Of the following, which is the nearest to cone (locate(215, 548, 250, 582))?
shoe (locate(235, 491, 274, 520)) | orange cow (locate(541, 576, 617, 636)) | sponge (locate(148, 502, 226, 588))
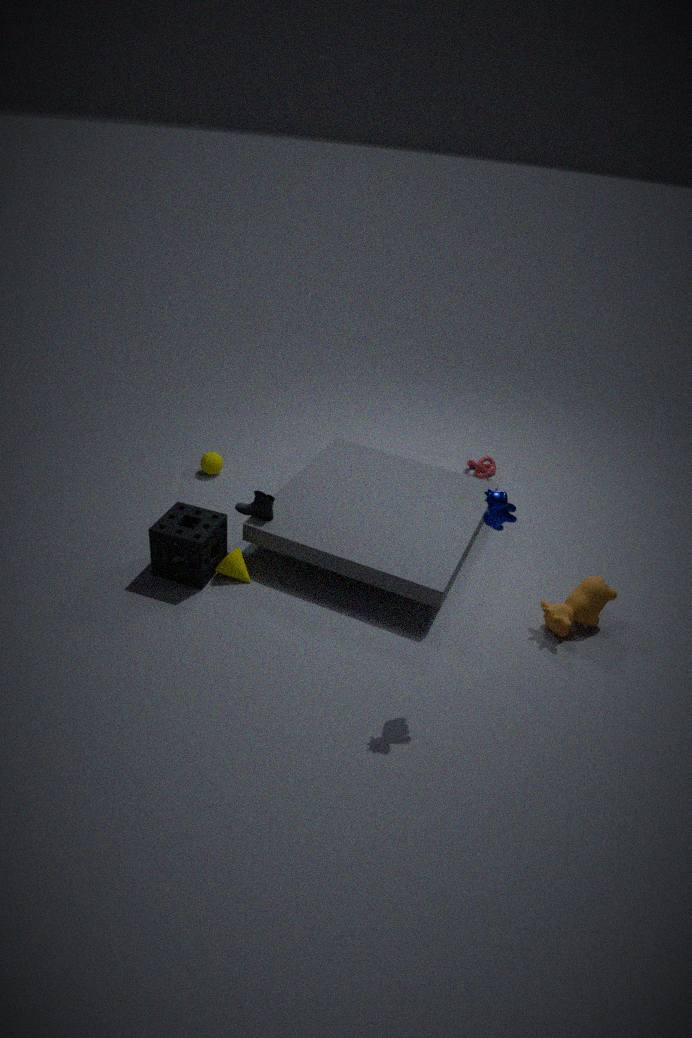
sponge (locate(148, 502, 226, 588))
